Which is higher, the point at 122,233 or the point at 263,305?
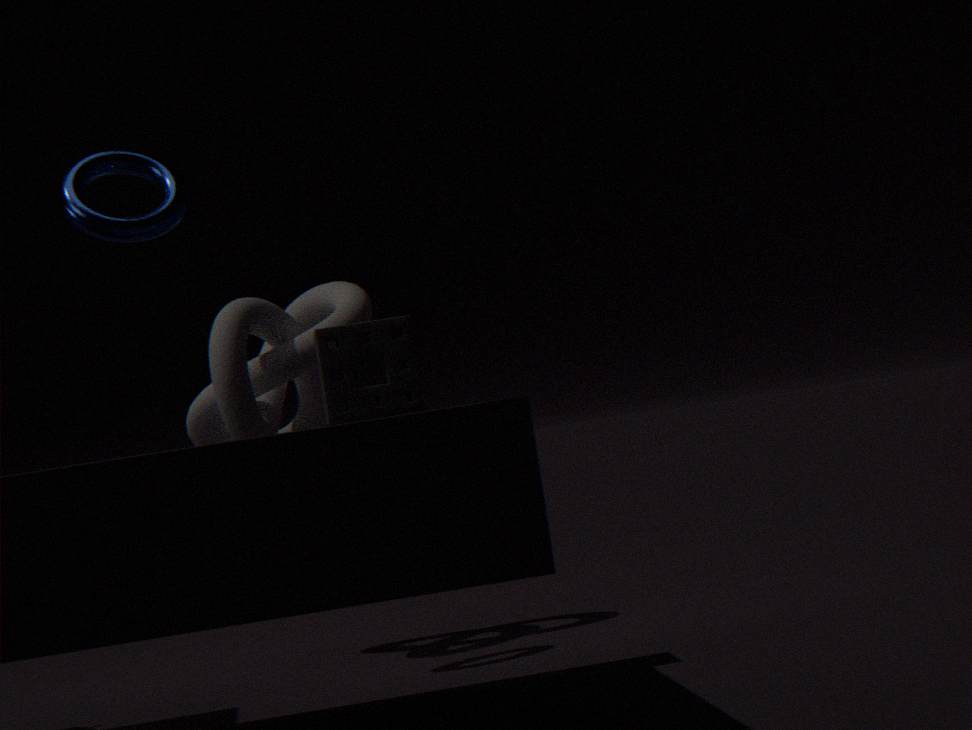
the point at 122,233
